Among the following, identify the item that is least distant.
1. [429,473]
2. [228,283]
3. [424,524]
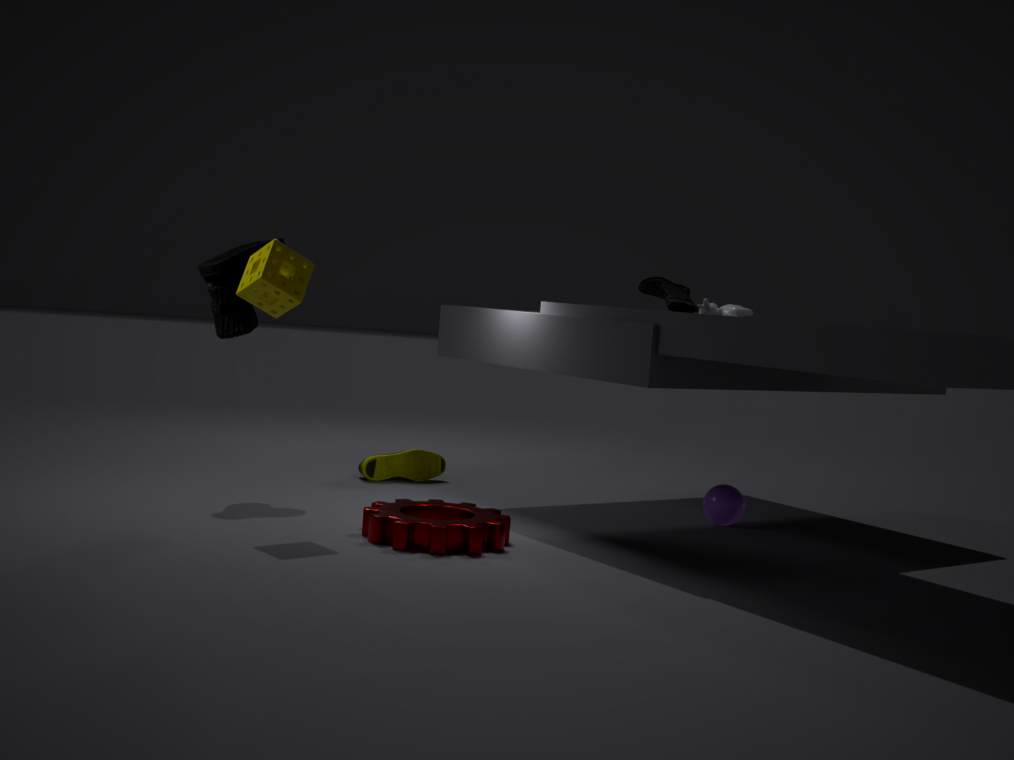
[424,524]
